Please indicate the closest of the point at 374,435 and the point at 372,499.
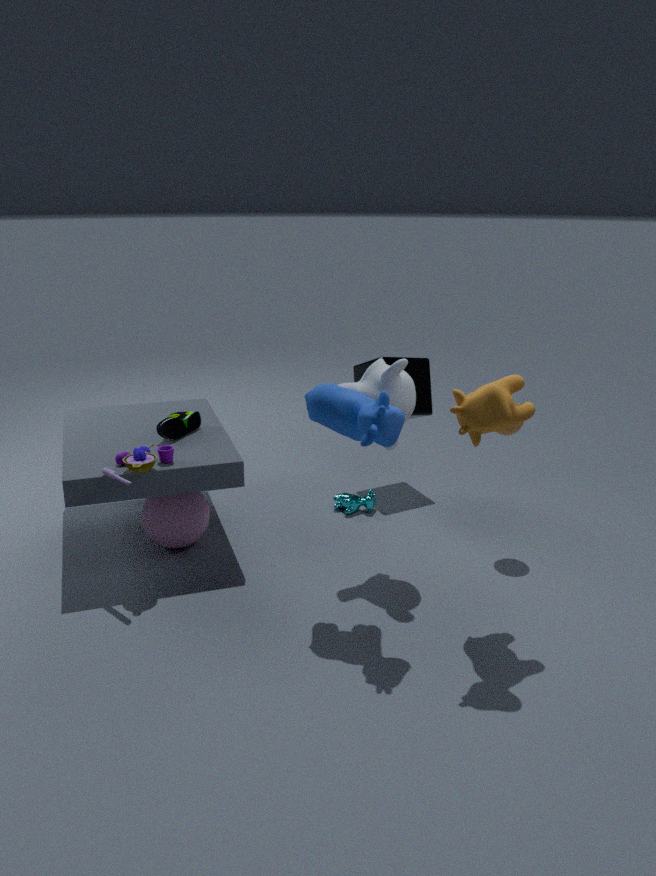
the point at 374,435
